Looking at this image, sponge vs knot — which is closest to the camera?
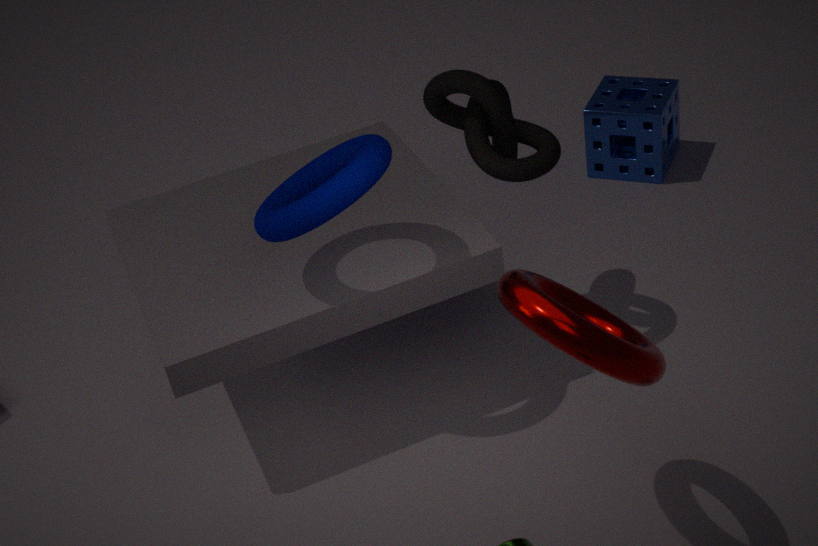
knot
